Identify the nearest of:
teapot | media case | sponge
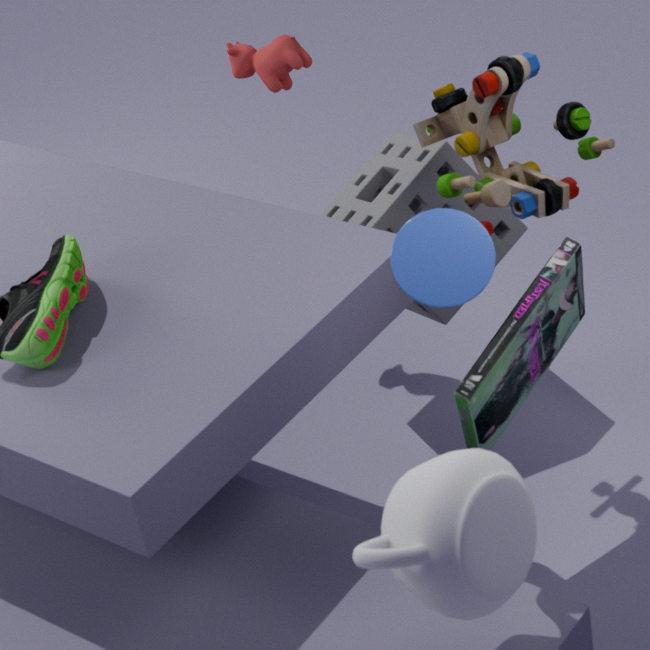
teapot
